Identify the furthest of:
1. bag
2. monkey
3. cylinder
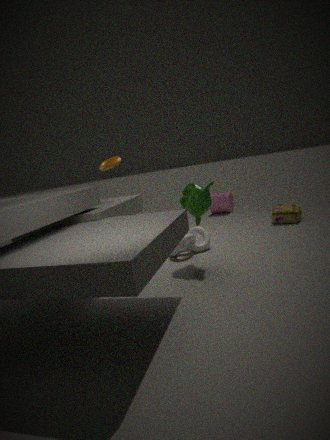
cylinder
